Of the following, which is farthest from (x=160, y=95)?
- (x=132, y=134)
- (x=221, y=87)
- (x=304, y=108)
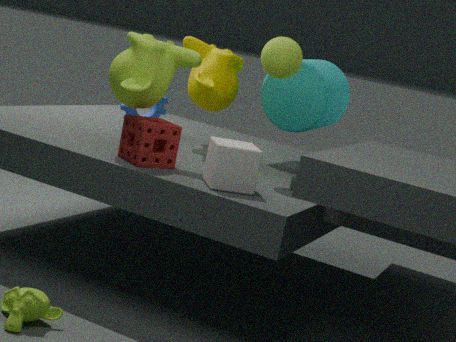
(x=304, y=108)
